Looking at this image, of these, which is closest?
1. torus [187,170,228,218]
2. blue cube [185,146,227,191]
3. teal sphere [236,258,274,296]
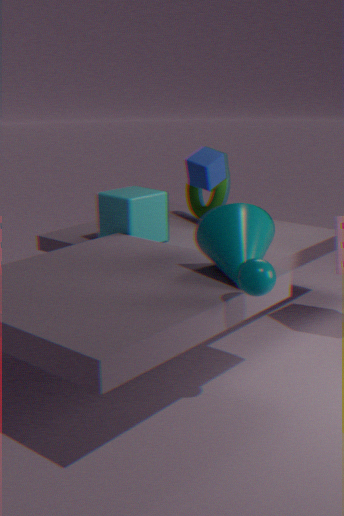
teal sphere [236,258,274,296]
